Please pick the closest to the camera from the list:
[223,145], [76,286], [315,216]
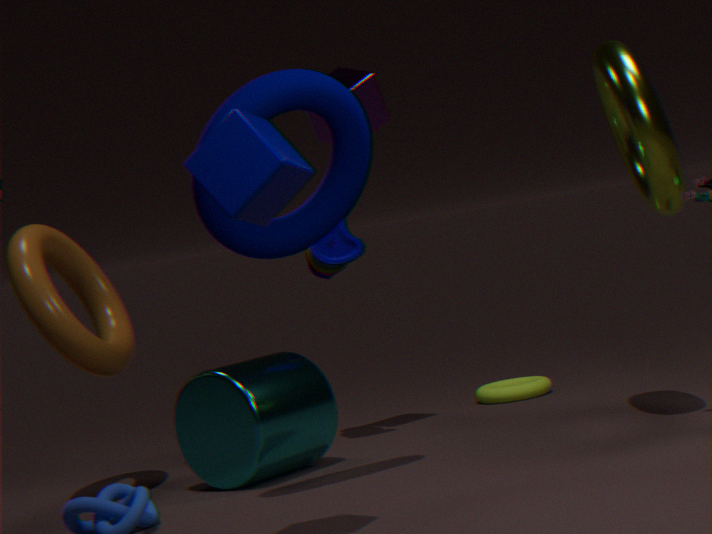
[223,145]
